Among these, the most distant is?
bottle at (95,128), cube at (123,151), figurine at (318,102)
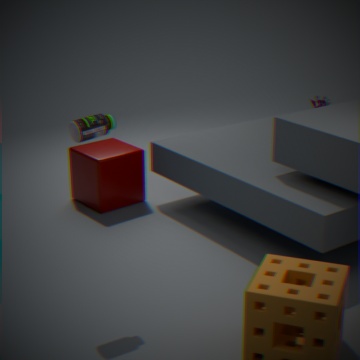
figurine at (318,102)
